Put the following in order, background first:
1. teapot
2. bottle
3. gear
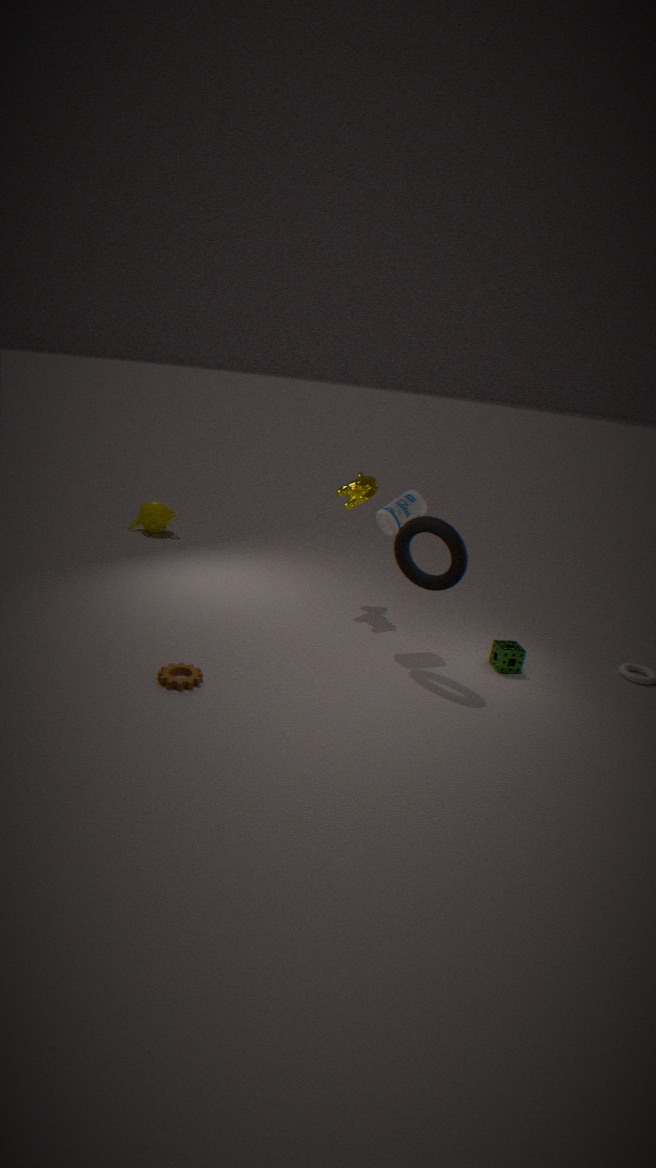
teapot
bottle
gear
